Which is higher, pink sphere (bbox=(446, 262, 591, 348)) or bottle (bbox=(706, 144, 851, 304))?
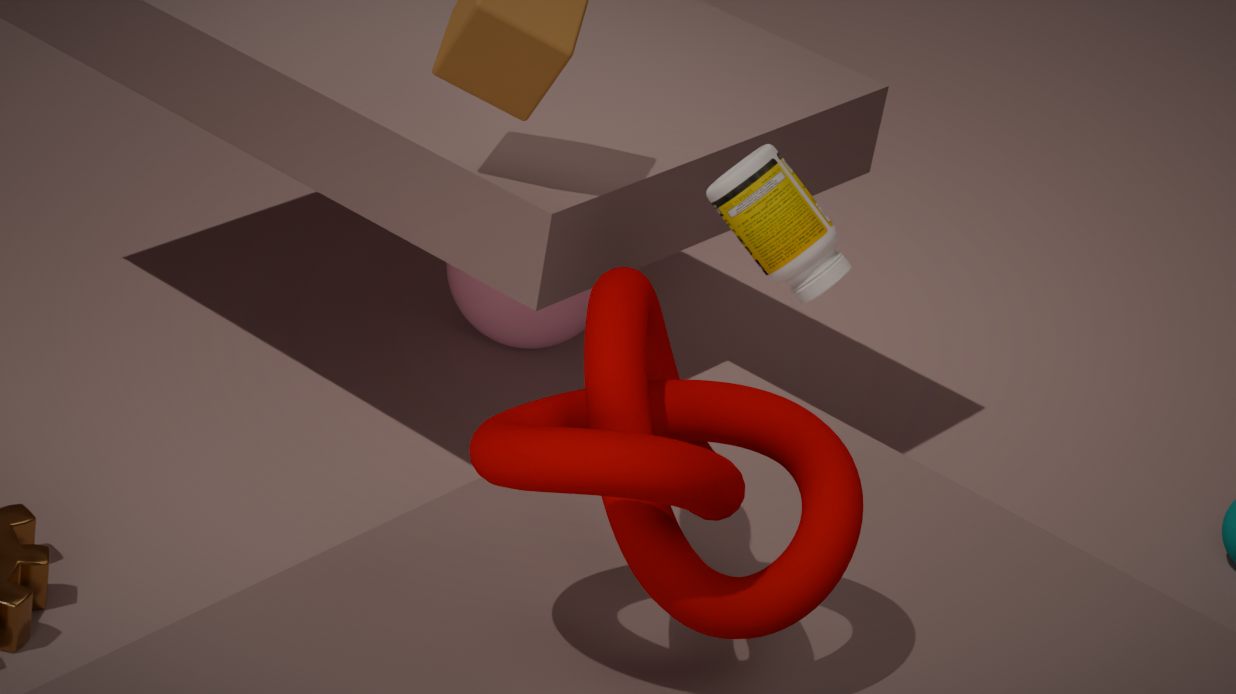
bottle (bbox=(706, 144, 851, 304))
